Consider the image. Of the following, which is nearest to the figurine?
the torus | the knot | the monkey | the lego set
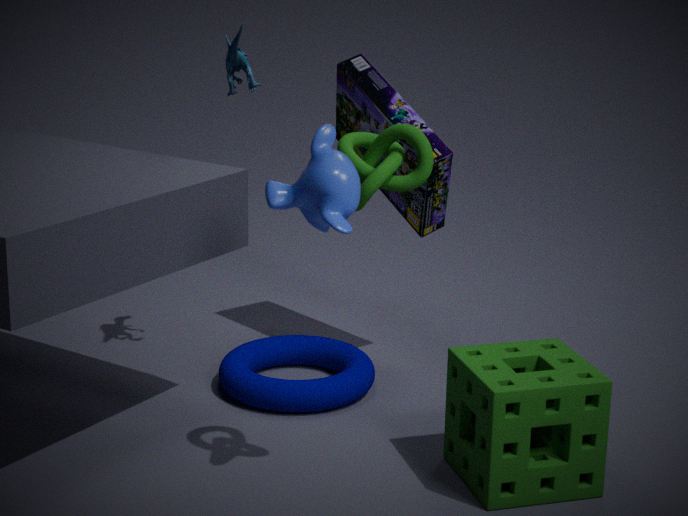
the lego set
